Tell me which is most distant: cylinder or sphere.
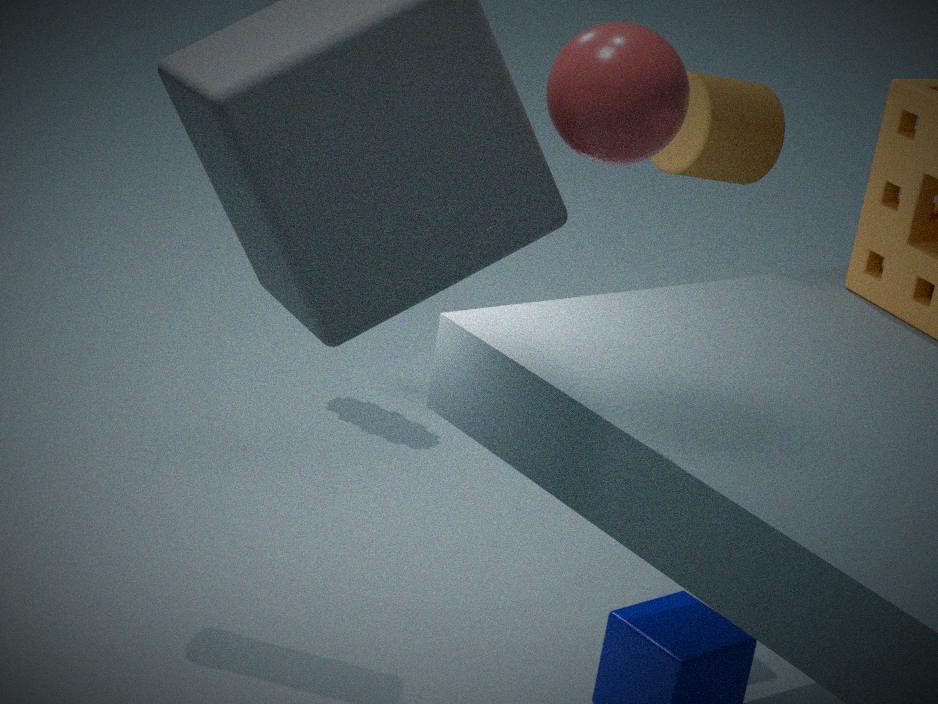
cylinder
